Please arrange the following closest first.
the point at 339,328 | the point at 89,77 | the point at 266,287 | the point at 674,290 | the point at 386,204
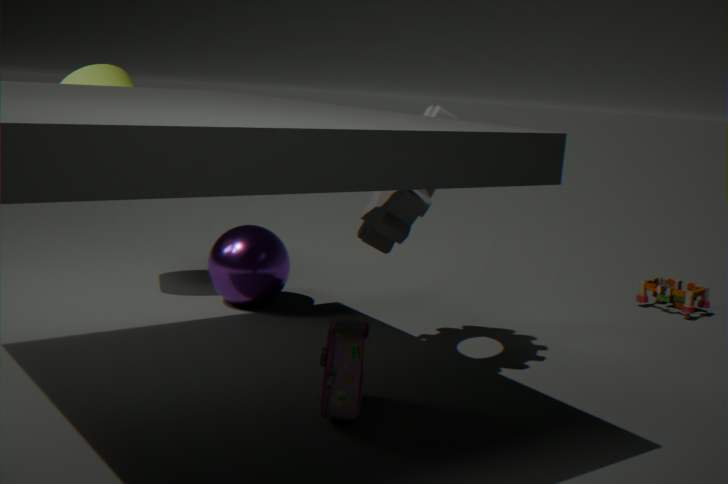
1. the point at 339,328
2. the point at 386,204
3. the point at 89,77
4. the point at 266,287
5. the point at 674,290
